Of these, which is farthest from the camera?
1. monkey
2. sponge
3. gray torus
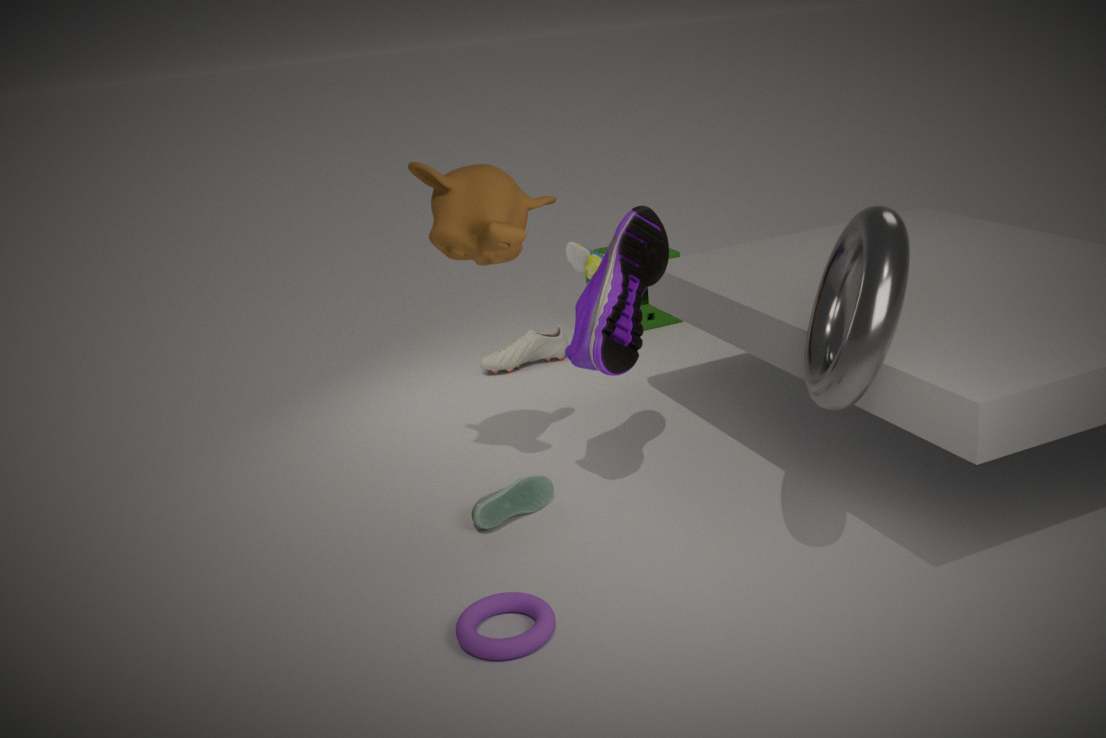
sponge
